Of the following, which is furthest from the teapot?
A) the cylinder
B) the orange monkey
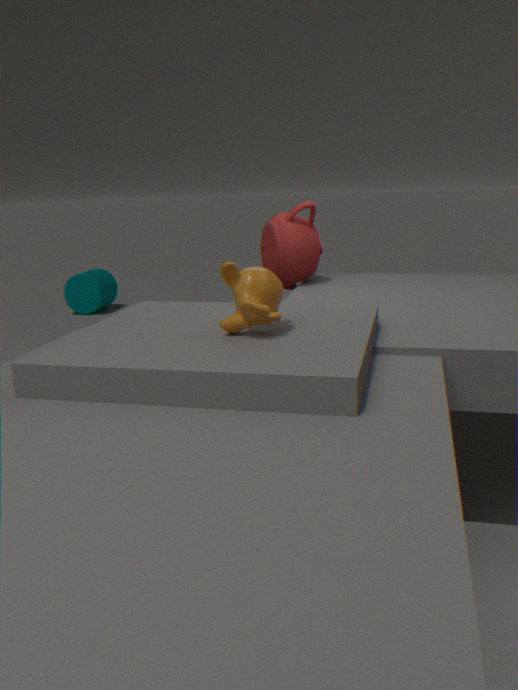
the cylinder
